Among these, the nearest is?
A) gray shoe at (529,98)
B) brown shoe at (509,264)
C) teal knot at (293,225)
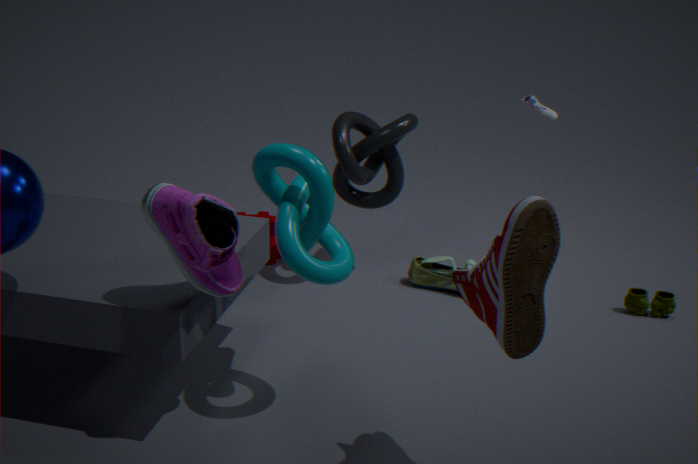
brown shoe at (509,264)
